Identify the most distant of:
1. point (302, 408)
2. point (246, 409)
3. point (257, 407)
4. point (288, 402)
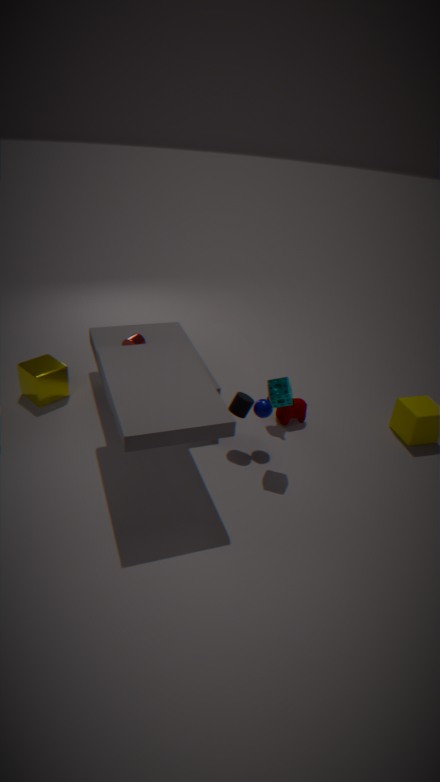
point (302, 408)
